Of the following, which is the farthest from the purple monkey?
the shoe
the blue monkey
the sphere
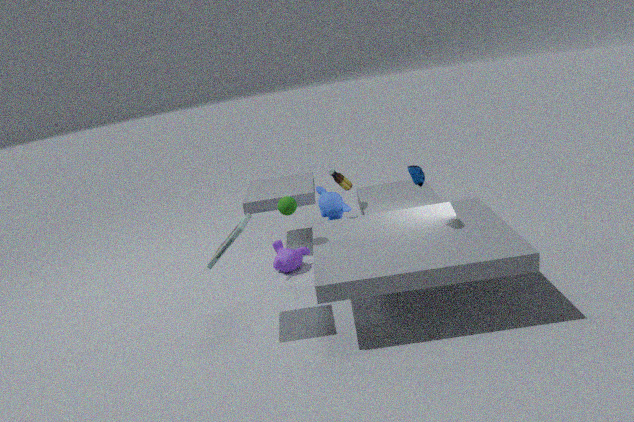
the shoe
